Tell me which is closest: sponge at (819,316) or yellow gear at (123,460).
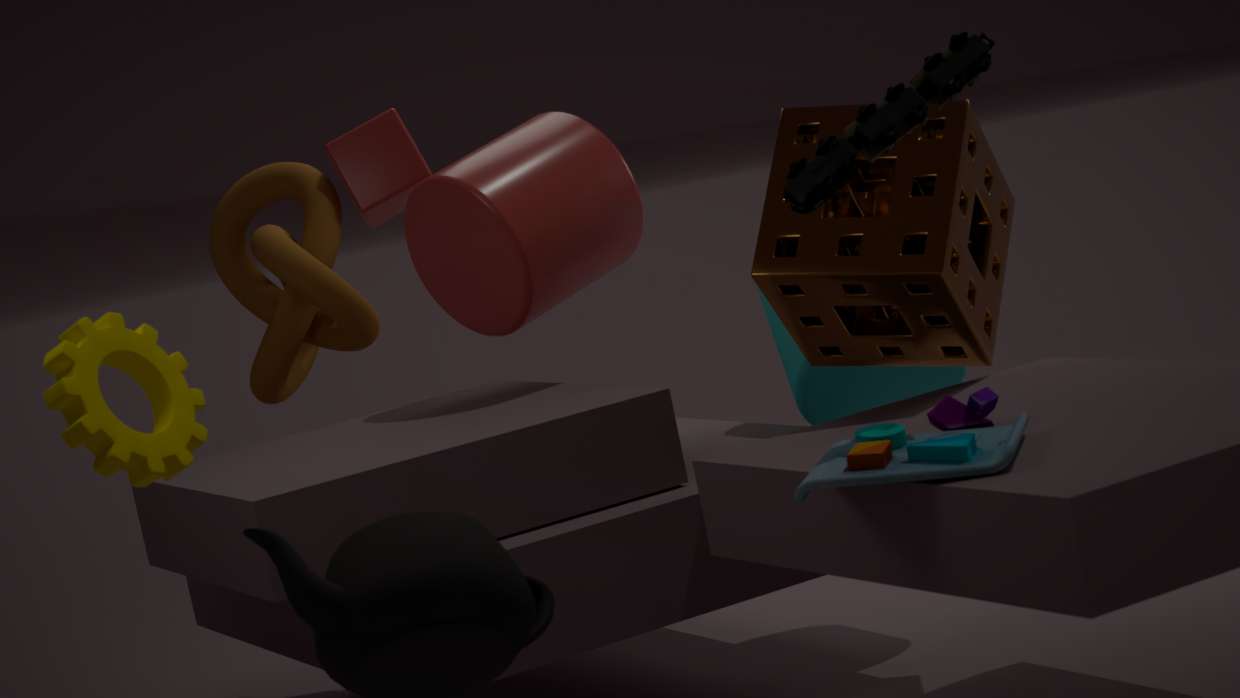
yellow gear at (123,460)
